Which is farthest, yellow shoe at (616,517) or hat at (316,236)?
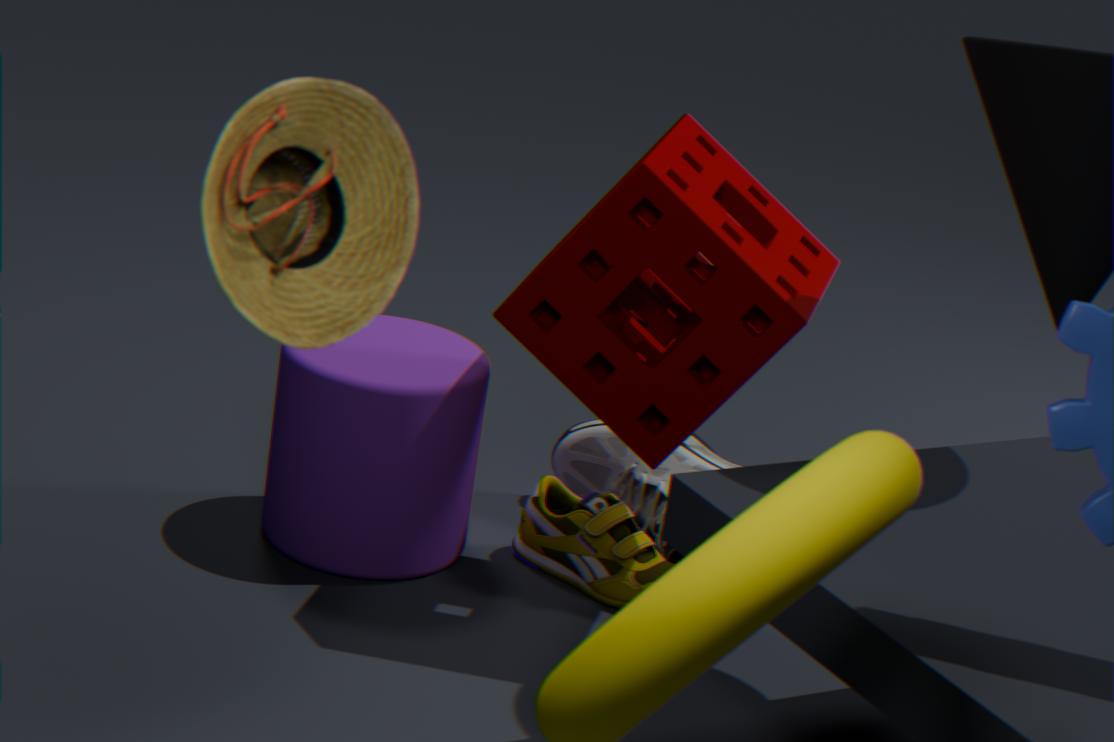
yellow shoe at (616,517)
